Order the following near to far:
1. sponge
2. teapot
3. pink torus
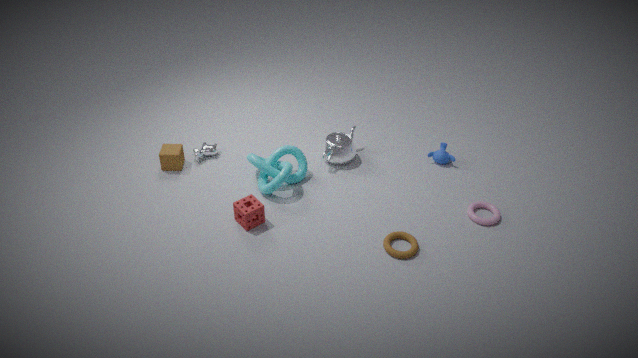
sponge, pink torus, teapot
